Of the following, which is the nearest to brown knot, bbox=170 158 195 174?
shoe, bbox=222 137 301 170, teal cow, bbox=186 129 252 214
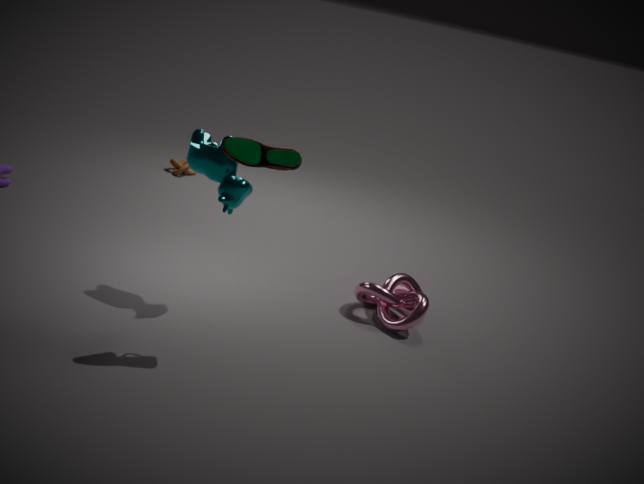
teal cow, bbox=186 129 252 214
